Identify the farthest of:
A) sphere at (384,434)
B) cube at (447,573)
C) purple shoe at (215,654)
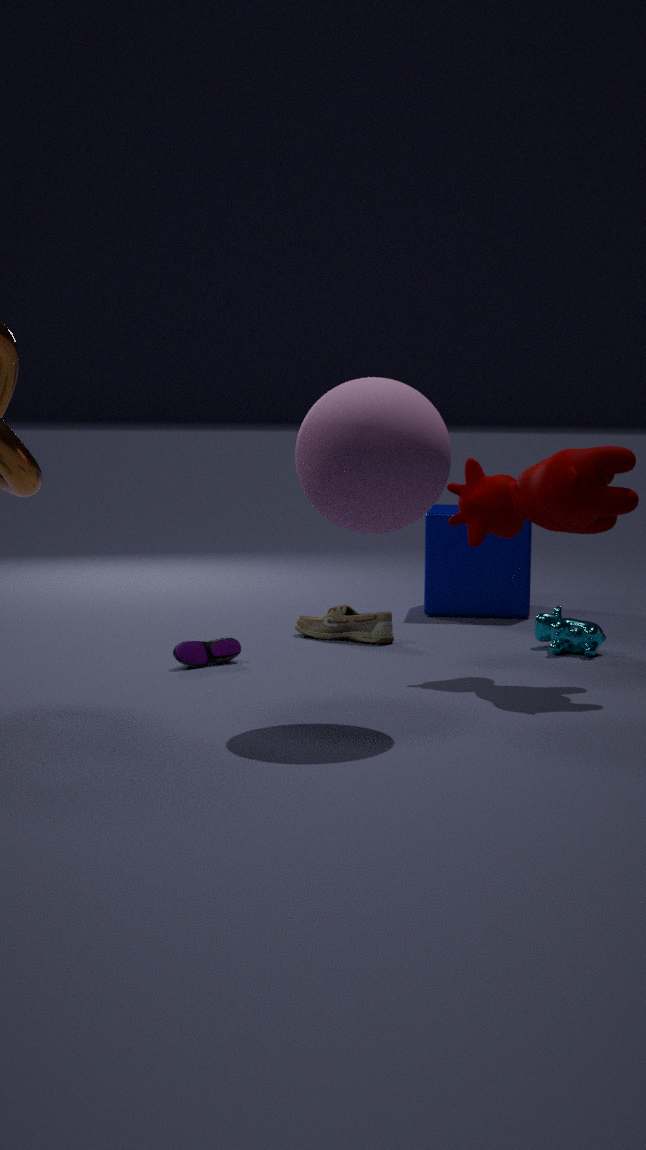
cube at (447,573)
